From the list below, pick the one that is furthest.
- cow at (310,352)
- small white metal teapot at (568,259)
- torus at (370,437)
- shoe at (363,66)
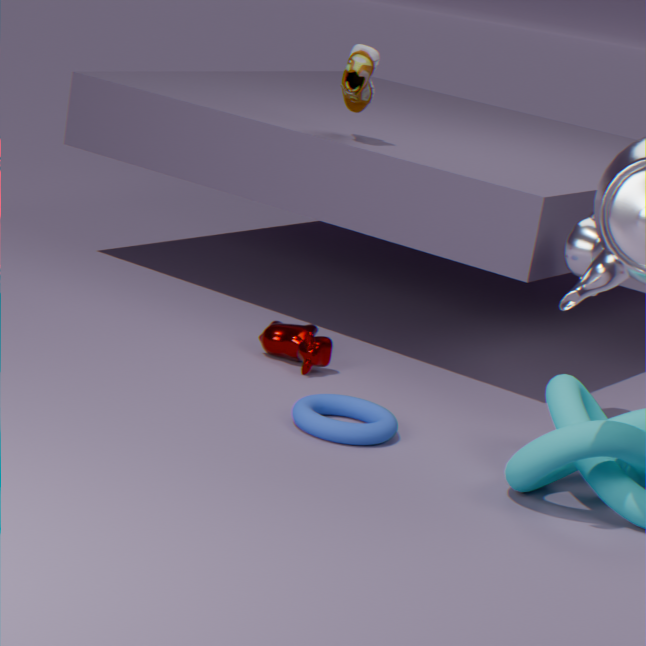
shoe at (363,66)
